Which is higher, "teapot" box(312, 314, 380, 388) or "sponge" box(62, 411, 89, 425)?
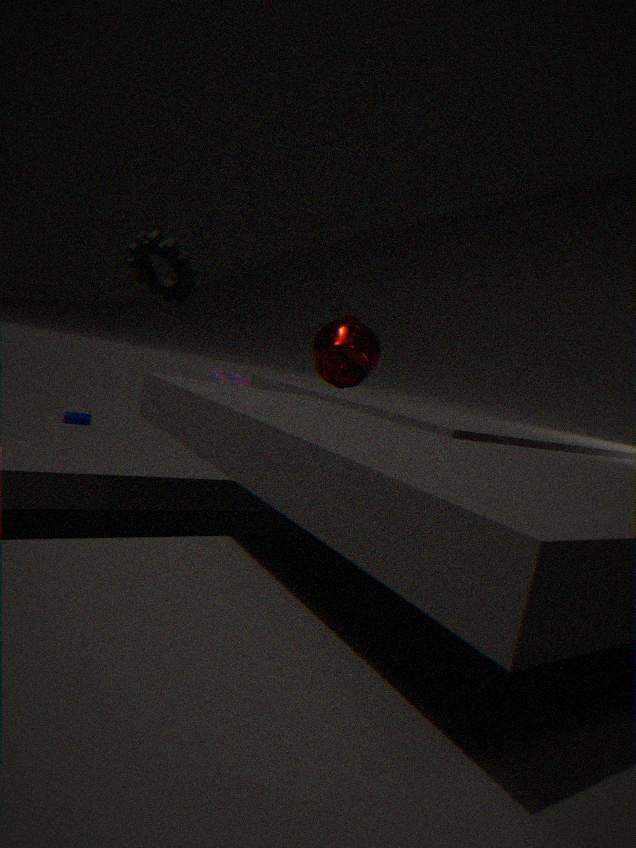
"teapot" box(312, 314, 380, 388)
